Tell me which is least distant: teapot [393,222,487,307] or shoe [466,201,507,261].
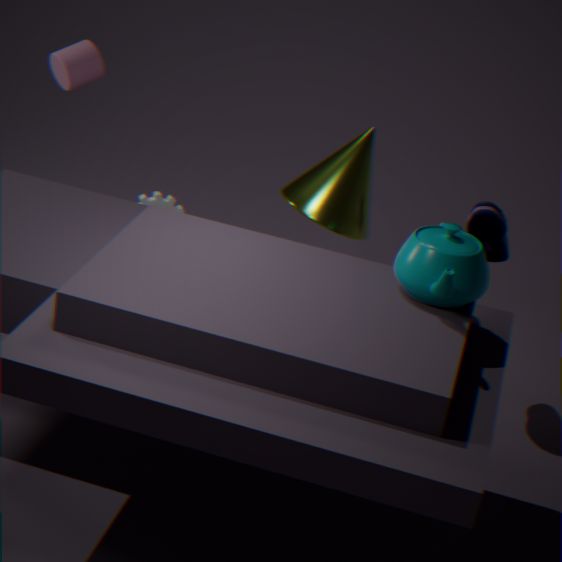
teapot [393,222,487,307]
